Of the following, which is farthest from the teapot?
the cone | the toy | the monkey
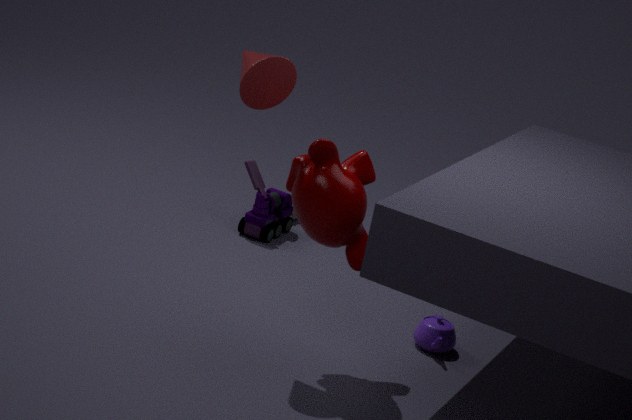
the cone
